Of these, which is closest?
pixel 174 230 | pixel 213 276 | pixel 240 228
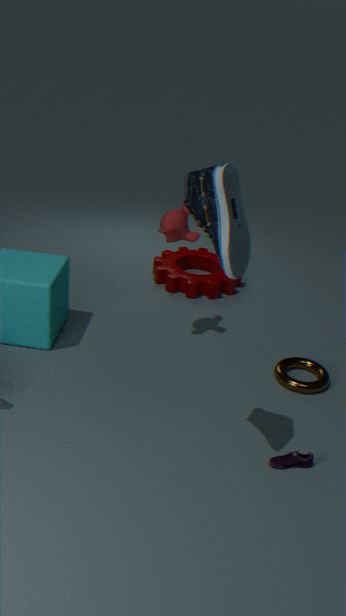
pixel 240 228
